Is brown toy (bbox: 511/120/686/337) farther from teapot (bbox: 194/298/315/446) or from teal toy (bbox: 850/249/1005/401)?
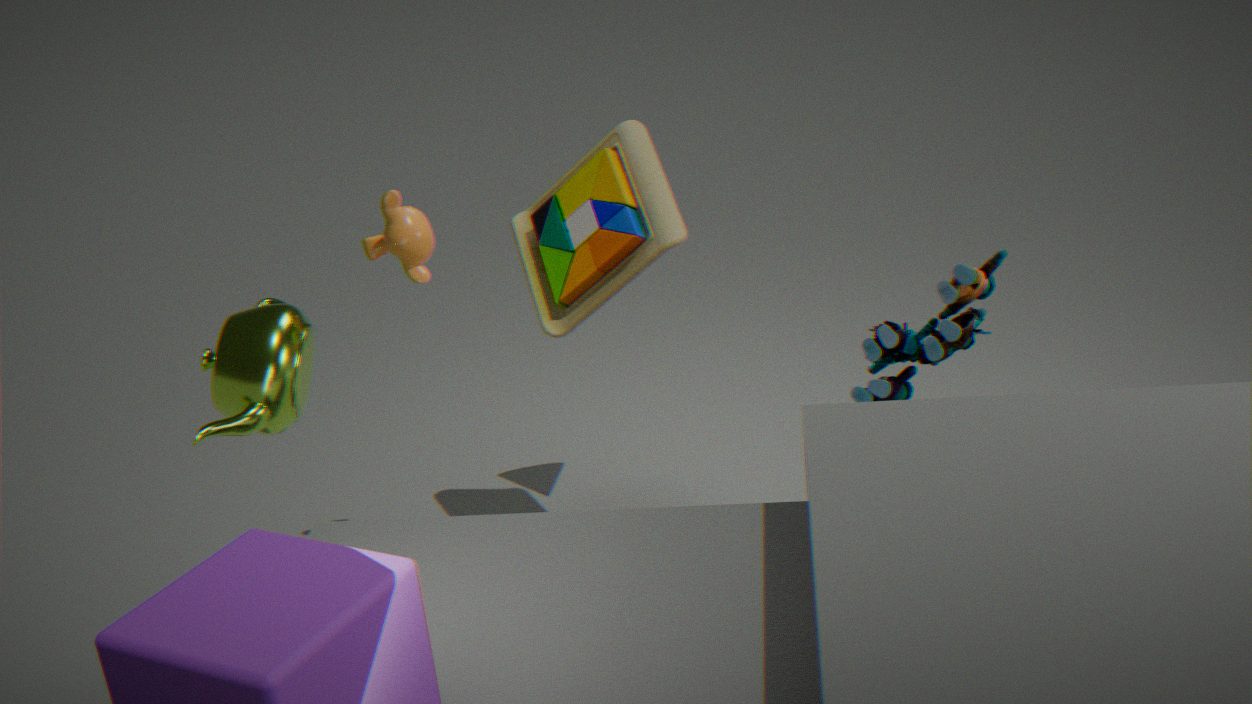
teapot (bbox: 194/298/315/446)
